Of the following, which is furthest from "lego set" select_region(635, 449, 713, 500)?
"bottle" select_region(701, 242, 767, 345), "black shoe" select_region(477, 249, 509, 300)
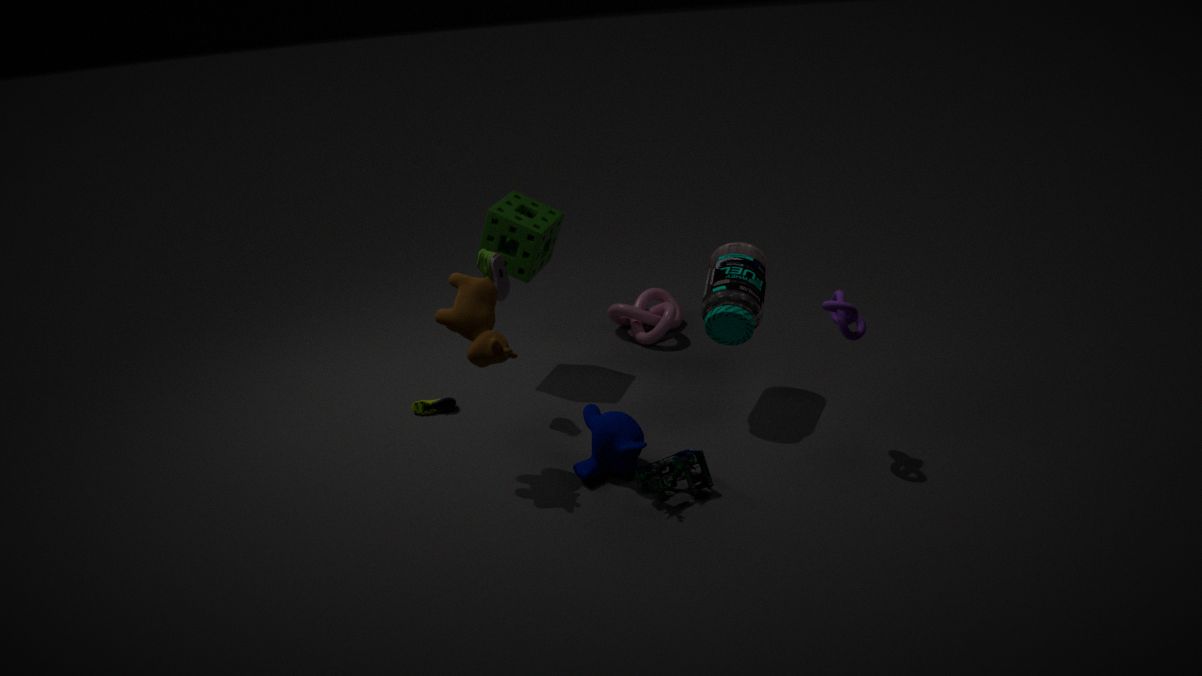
"black shoe" select_region(477, 249, 509, 300)
